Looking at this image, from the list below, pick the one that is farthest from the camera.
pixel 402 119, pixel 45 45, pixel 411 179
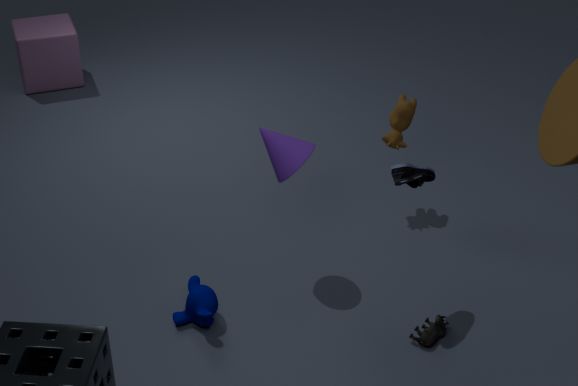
pixel 45 45
